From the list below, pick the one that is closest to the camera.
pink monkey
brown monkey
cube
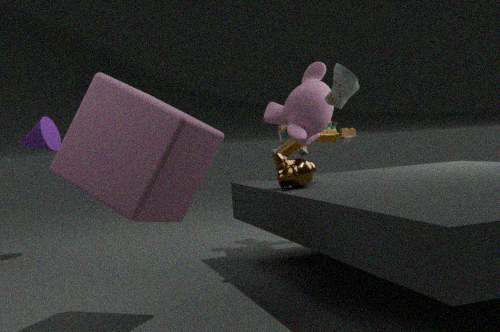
cube
